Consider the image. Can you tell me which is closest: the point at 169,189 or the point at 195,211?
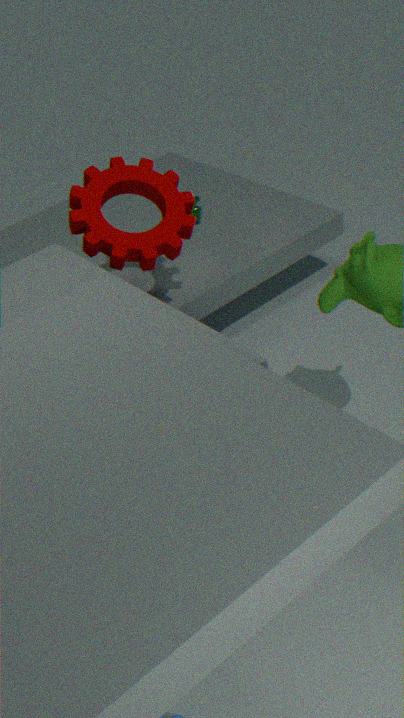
the point at 169,189
